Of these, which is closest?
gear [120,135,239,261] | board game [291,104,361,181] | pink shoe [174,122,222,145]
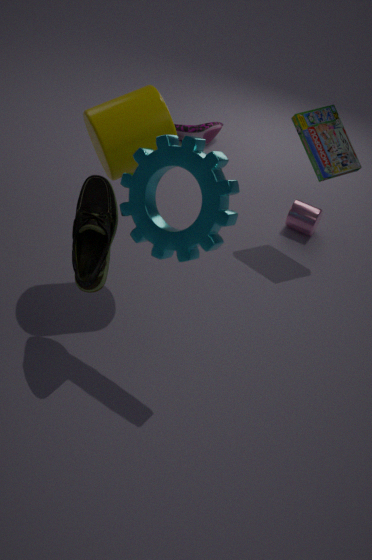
gear [120,135,239,261]
